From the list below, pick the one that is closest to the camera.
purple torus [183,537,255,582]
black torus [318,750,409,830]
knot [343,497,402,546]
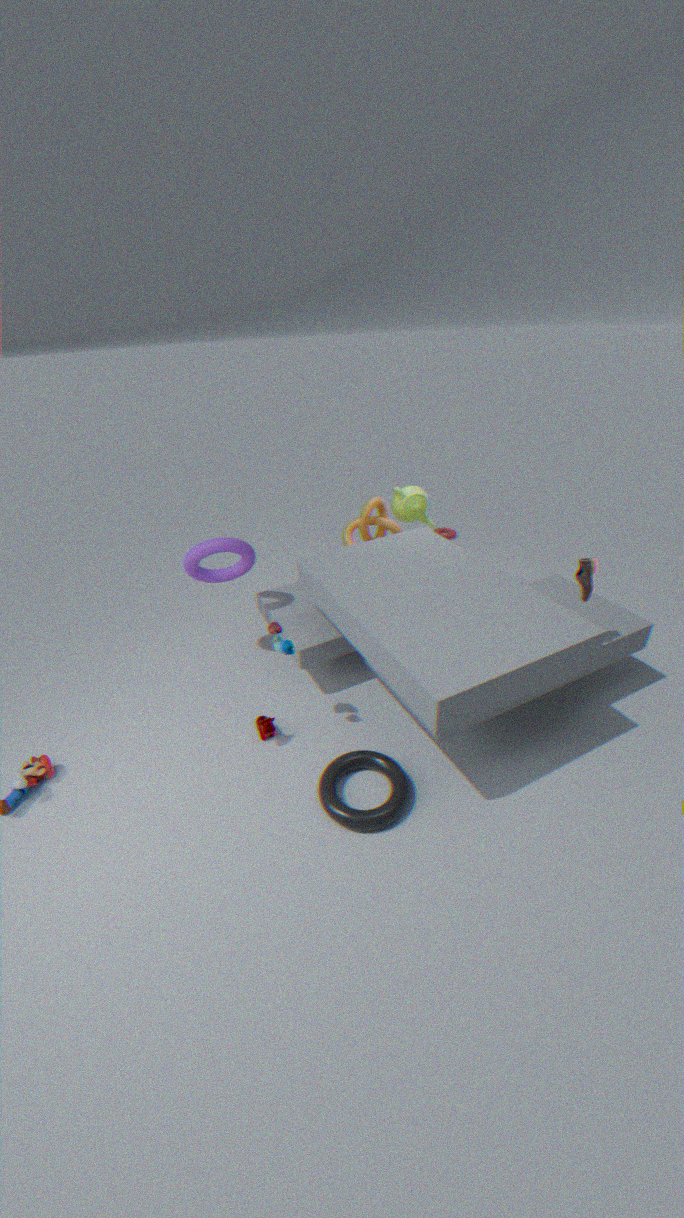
black torus [318,750,409,830]
